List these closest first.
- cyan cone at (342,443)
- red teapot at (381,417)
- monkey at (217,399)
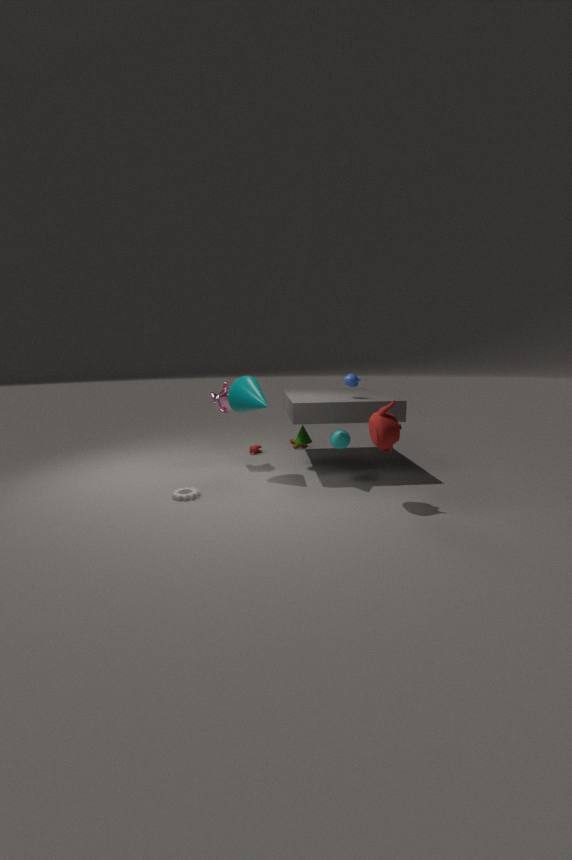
red teapot at (381,417), cyan cone at (342,443), monkey at (217,399)
